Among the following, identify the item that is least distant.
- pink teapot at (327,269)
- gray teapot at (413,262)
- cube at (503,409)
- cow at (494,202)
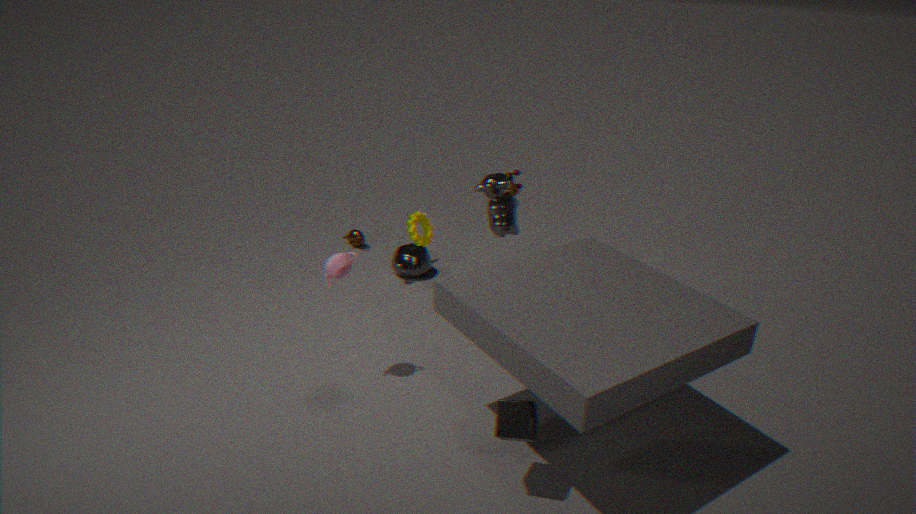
cube at (503,409)
